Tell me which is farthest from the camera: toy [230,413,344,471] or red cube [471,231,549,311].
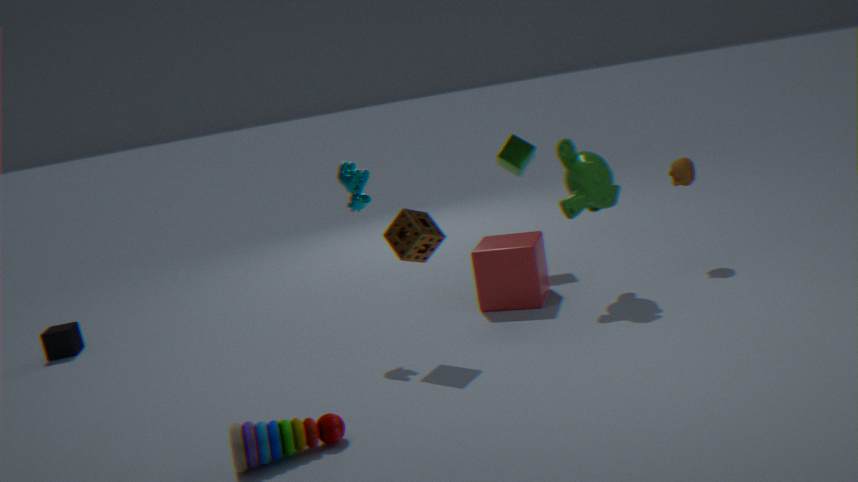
red cube [471,231,549,311]
